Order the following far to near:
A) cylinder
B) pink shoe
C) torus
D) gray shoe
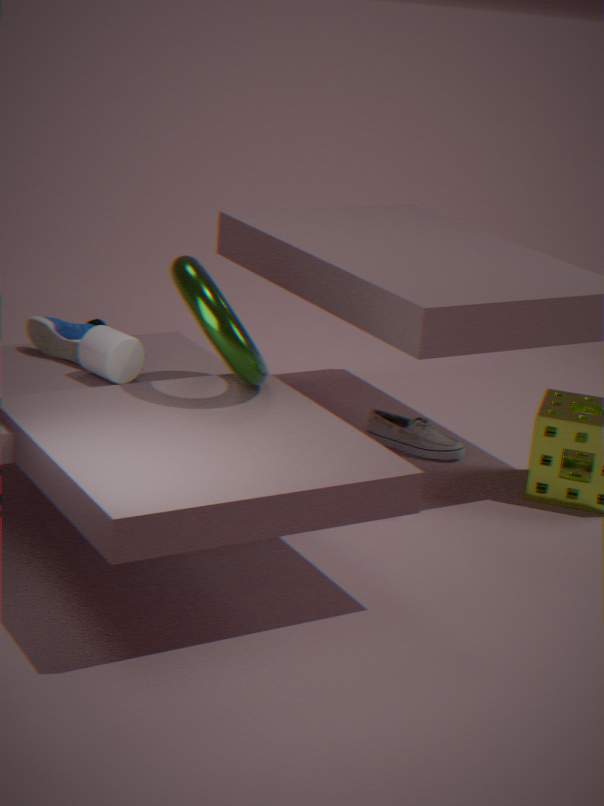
pink shoe → gray shoe → cylinder → torus
